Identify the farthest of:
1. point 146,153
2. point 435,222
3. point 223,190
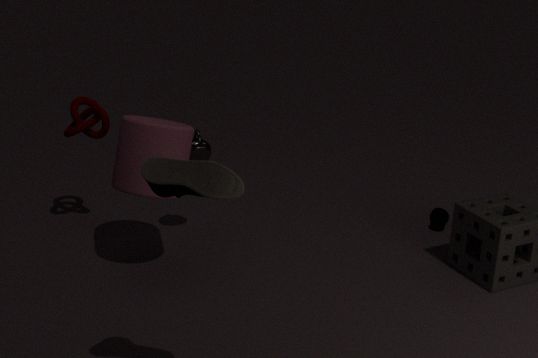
point 435,222
